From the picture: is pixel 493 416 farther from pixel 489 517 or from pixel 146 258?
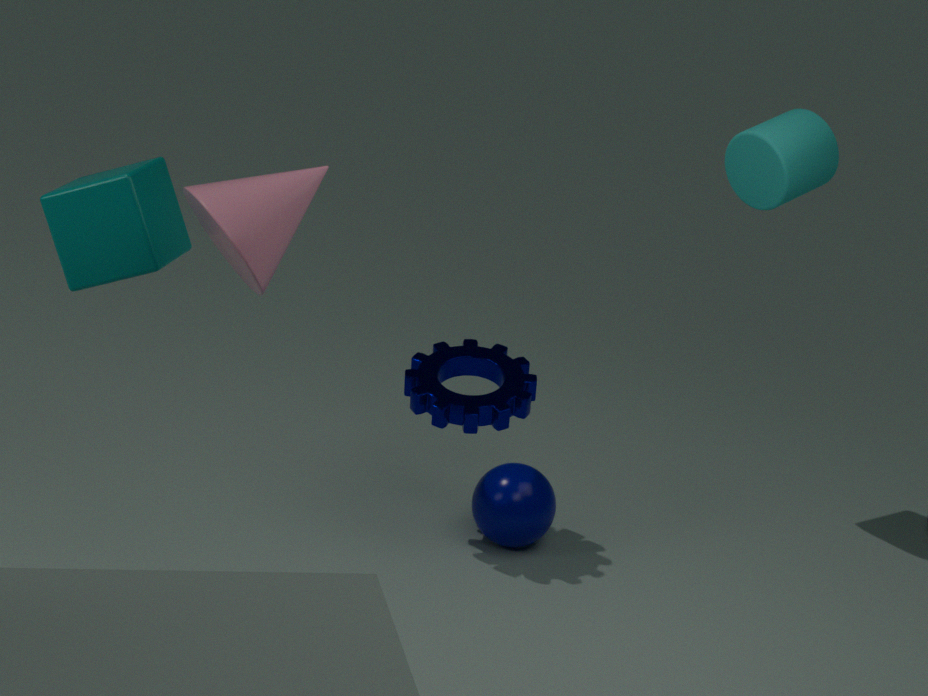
pixel 146 258
